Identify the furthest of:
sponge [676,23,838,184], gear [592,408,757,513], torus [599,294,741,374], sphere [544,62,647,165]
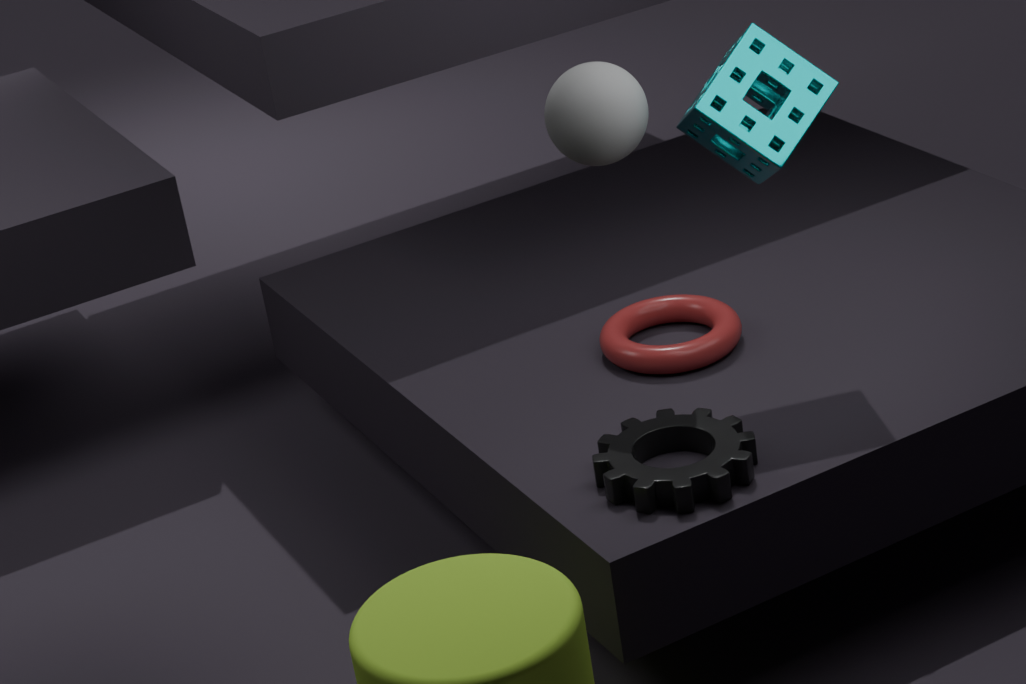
torus [599,294,741,374]
